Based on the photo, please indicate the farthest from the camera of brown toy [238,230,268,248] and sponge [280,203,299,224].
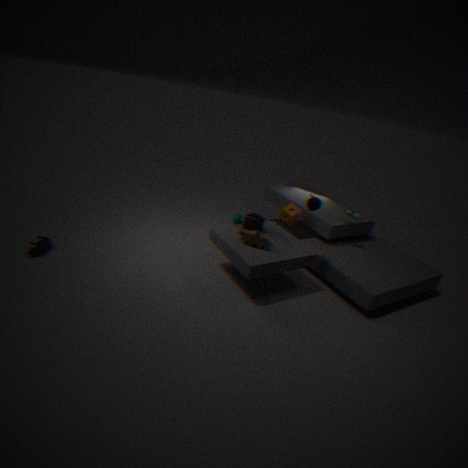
sponge [280,203,299,224]
